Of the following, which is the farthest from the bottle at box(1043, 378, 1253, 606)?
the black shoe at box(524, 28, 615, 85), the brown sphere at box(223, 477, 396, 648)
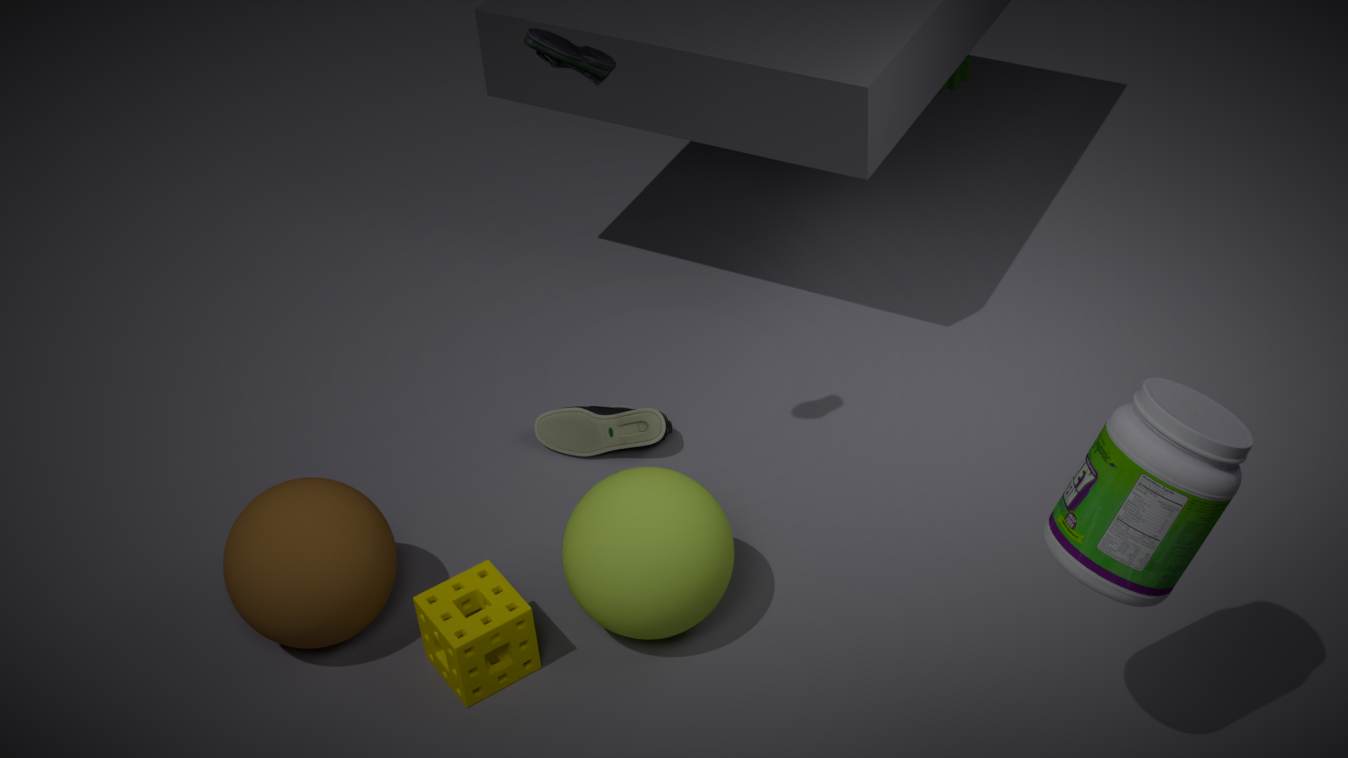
the brown sphere at box(223, 477, 396, 648)
